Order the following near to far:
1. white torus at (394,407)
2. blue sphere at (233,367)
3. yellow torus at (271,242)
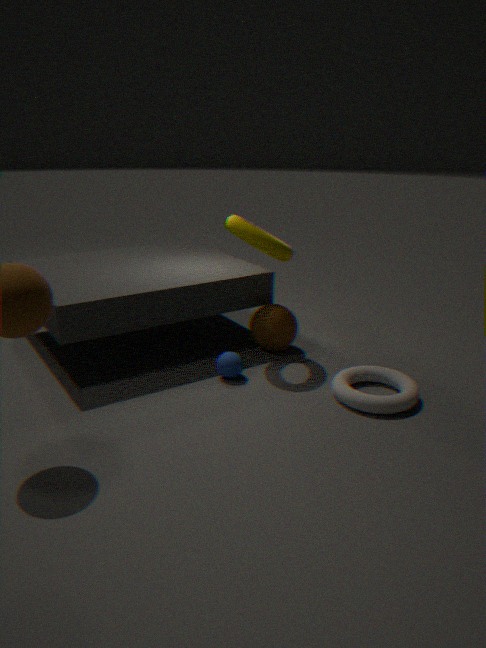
white torus at (394,407) → yellow torus at (271,242) → blue sphere at (233,367)
